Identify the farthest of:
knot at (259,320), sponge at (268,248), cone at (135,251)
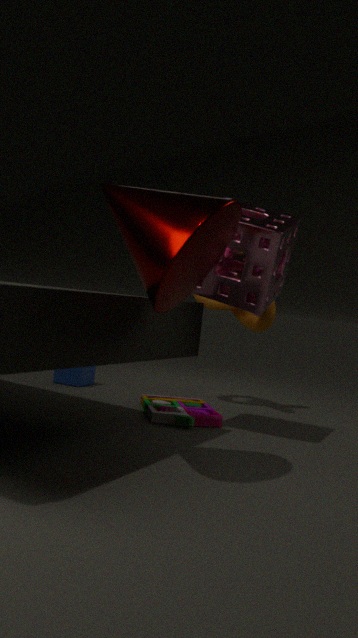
knot at (259,320)
